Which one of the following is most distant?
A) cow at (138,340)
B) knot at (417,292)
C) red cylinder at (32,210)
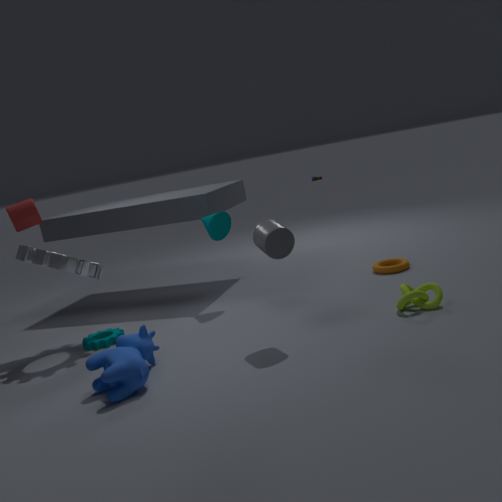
red cylinder at (32,210)
